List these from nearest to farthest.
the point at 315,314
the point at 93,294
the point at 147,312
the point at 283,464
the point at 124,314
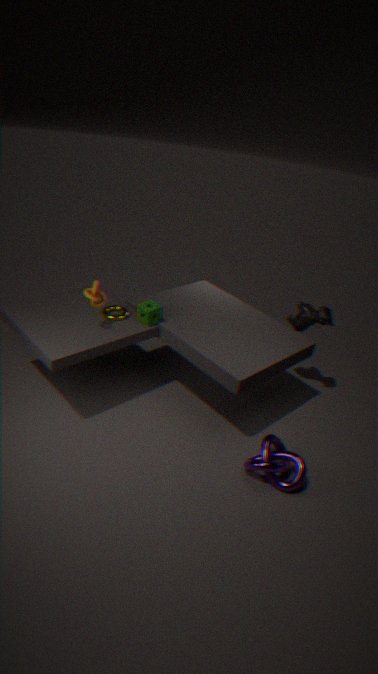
1. the point at 283,464
2. the point at 93,294
3. the point at 147,312
4. the point at 124,314
5. the point at 315,314
